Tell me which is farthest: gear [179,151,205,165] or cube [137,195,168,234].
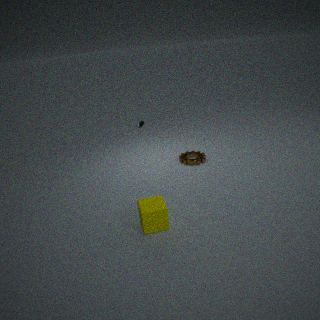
gear [179,151,205,165]
